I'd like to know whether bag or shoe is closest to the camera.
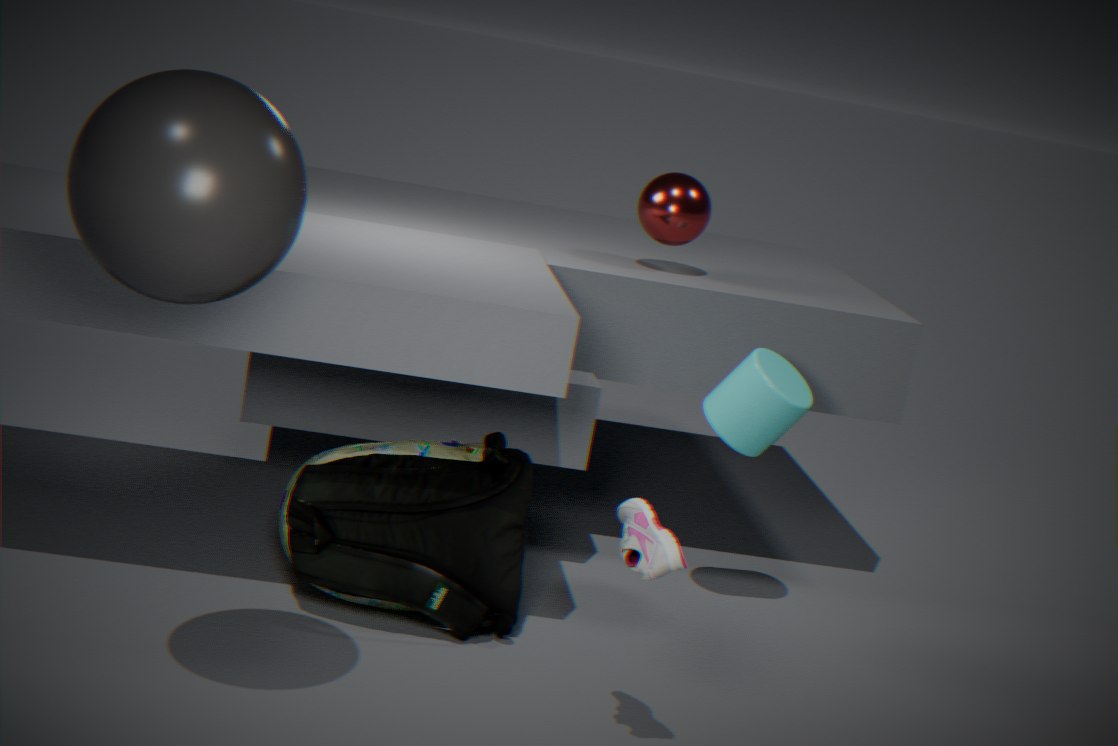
shoe
